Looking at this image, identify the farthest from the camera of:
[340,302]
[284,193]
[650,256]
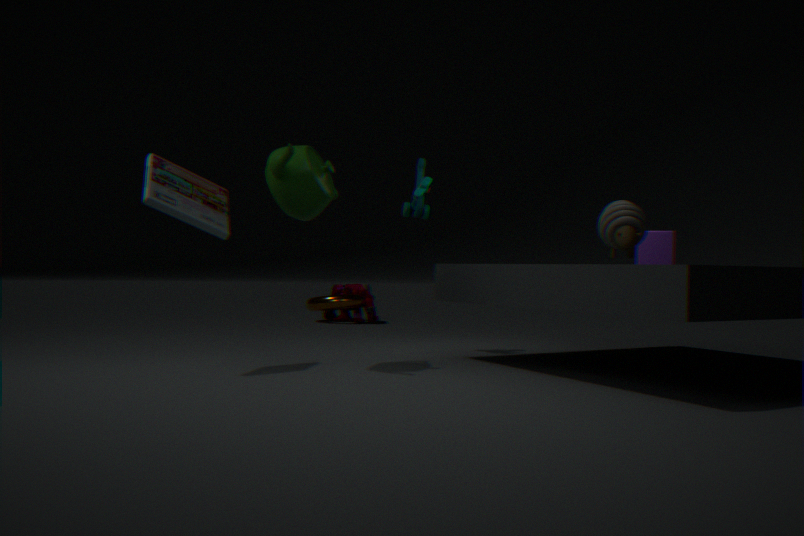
[340,302]
